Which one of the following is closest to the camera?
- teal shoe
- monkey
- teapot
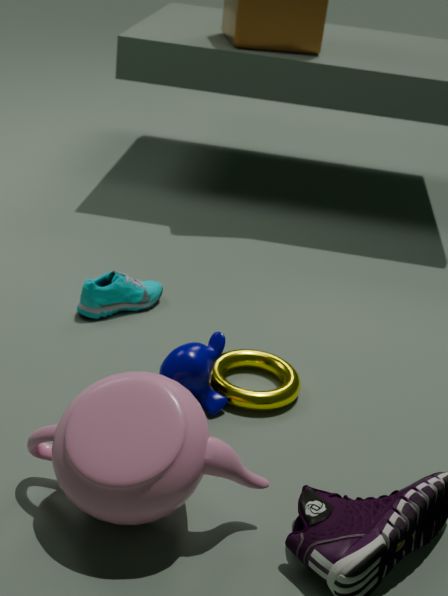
teapot
